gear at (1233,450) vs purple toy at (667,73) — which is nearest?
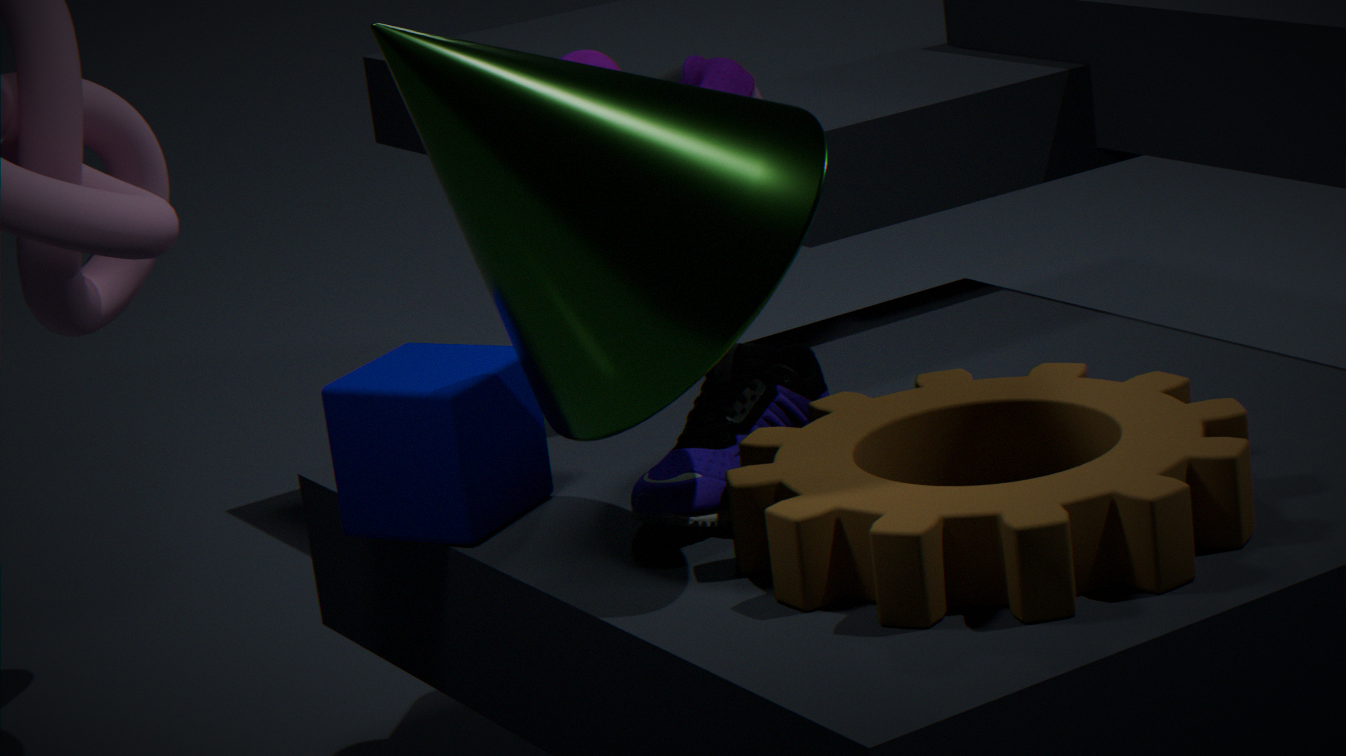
gear at (1233,450)
